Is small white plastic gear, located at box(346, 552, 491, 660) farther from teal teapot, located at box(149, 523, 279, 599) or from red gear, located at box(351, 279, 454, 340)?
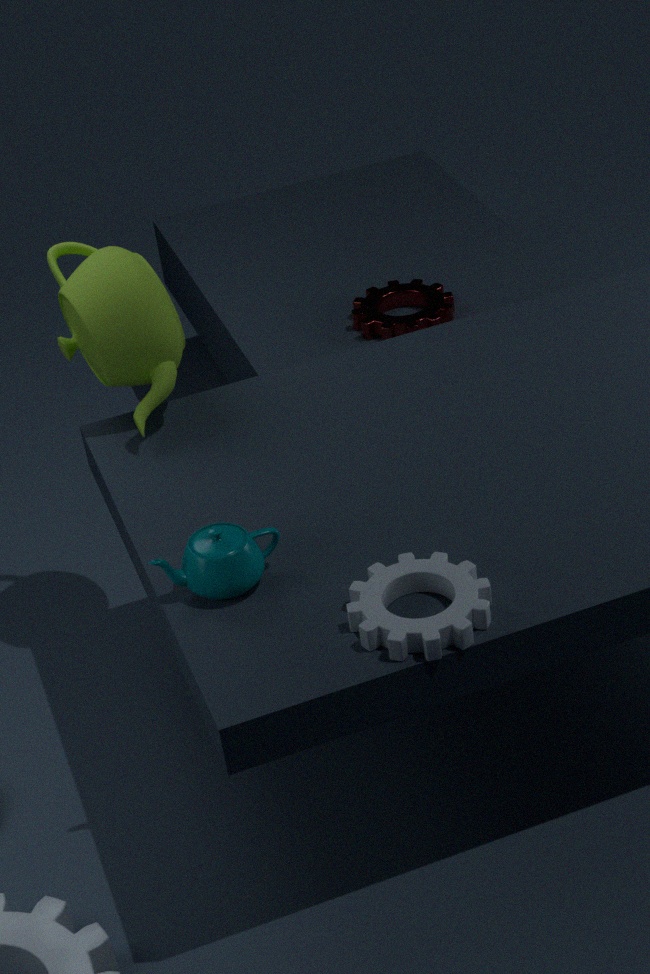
red gear, located at box(351, 279, 454, 340)
